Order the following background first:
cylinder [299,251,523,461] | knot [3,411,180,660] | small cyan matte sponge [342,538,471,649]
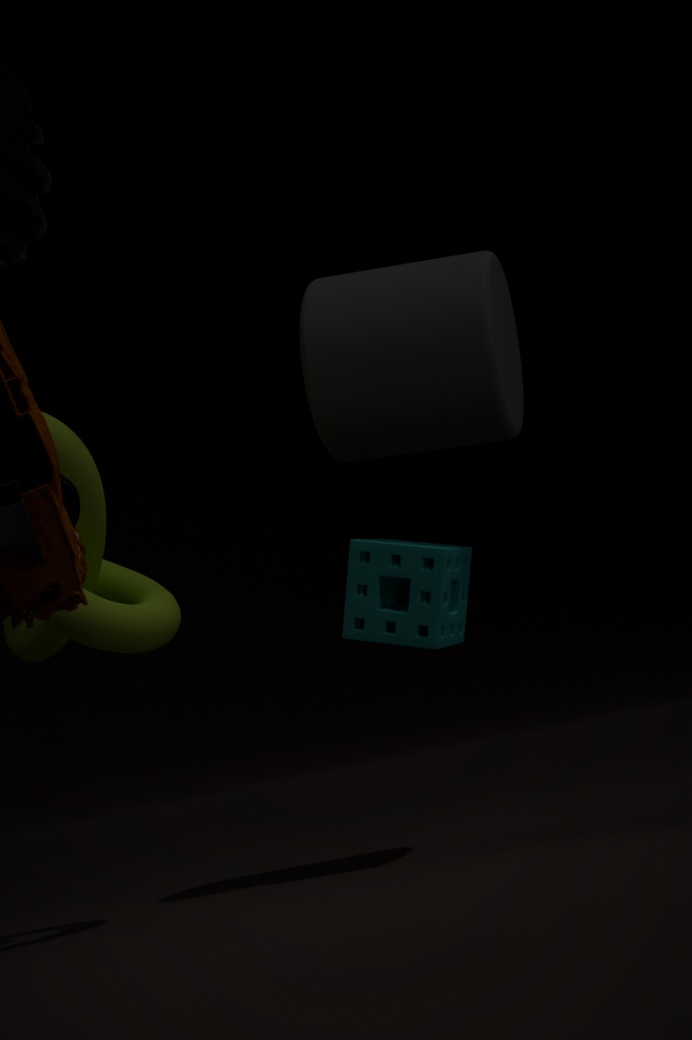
cylinder [299,251,523,461]
small cyan matte sponge [342,538,471,649]
knot [3,411,180,660]
